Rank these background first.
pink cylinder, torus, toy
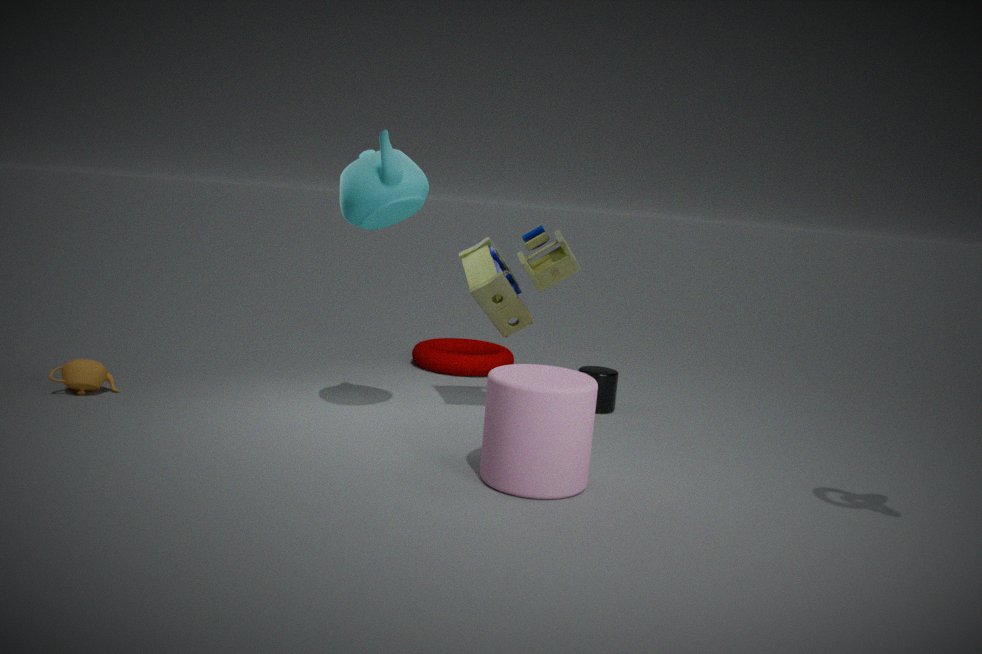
torus
toy
pink cylinder
